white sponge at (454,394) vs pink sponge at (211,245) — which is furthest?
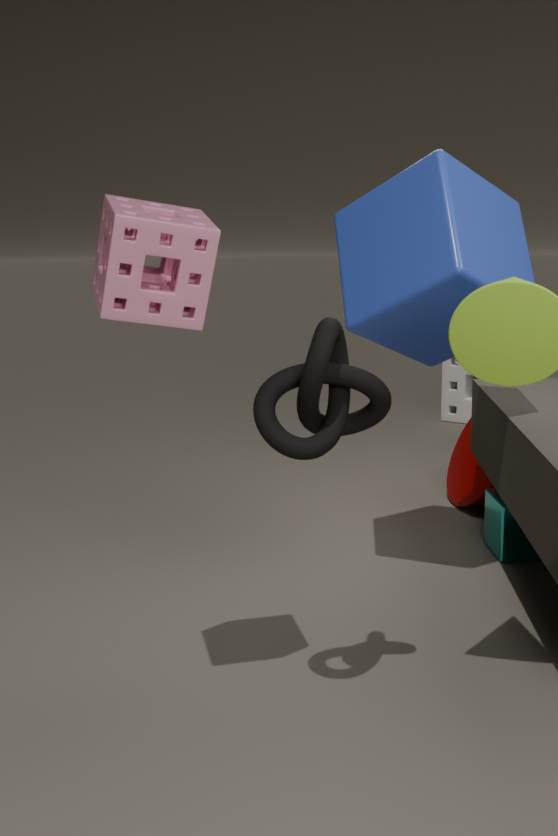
white sponge at (454,394)
